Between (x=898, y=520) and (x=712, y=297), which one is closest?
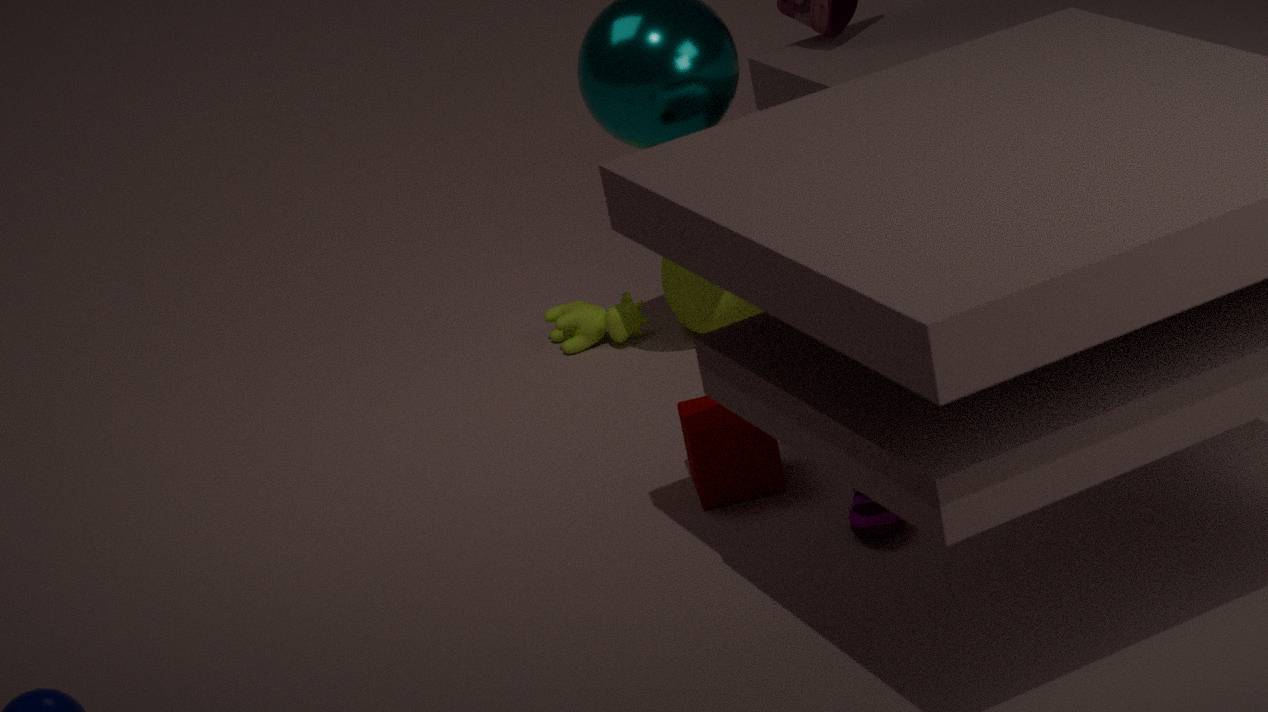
(x=898, y=520)
